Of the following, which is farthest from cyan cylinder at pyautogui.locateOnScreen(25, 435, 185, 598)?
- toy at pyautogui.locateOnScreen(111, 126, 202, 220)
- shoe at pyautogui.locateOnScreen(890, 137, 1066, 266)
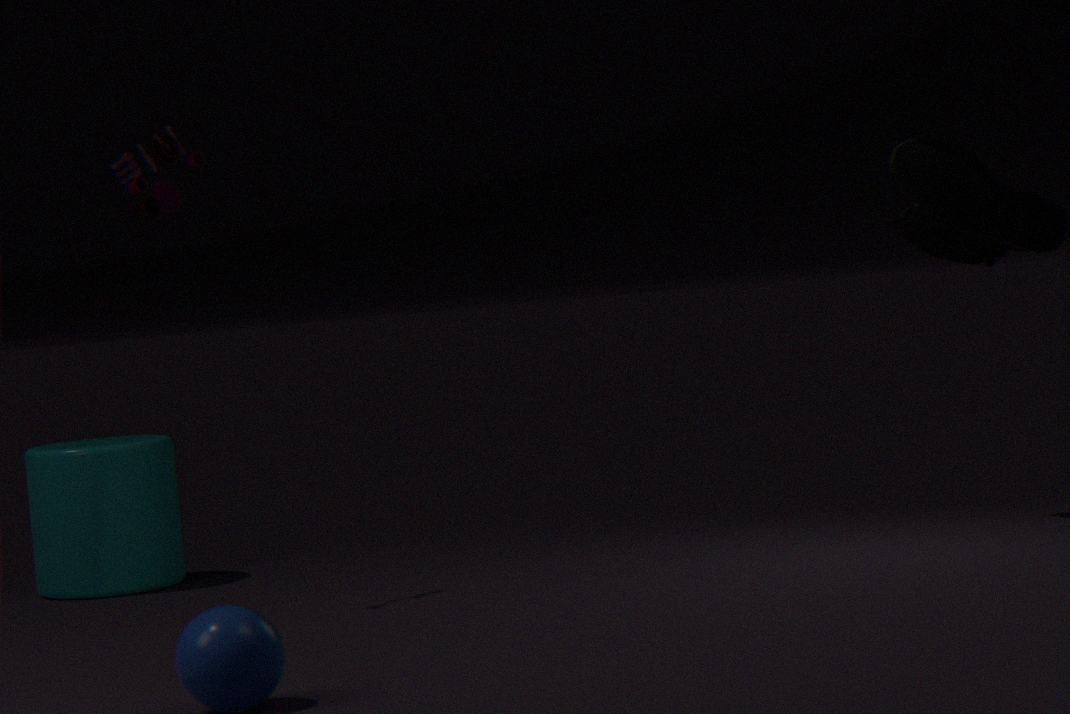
shoe at pyautogui.locateOnScreen(890, 137, 1066, 266)
